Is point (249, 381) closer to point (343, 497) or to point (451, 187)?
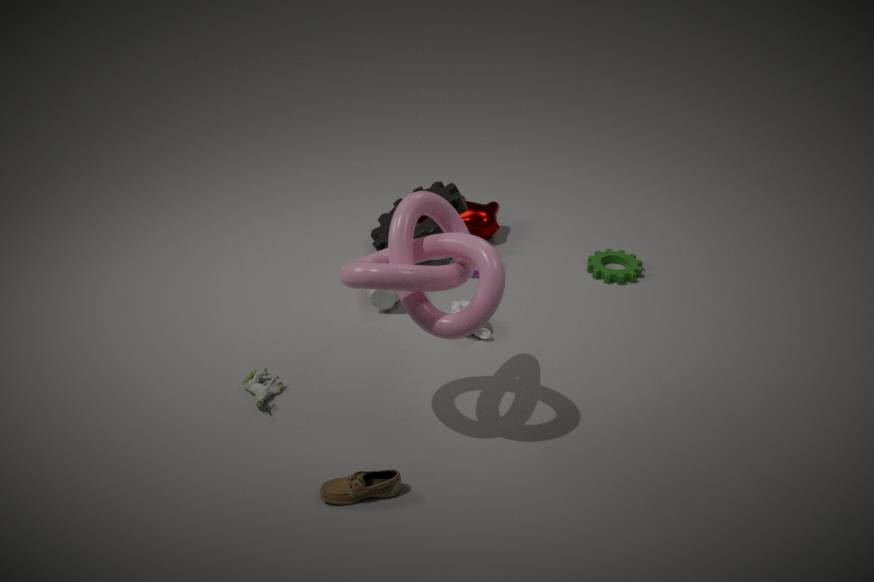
point (343, 497)
